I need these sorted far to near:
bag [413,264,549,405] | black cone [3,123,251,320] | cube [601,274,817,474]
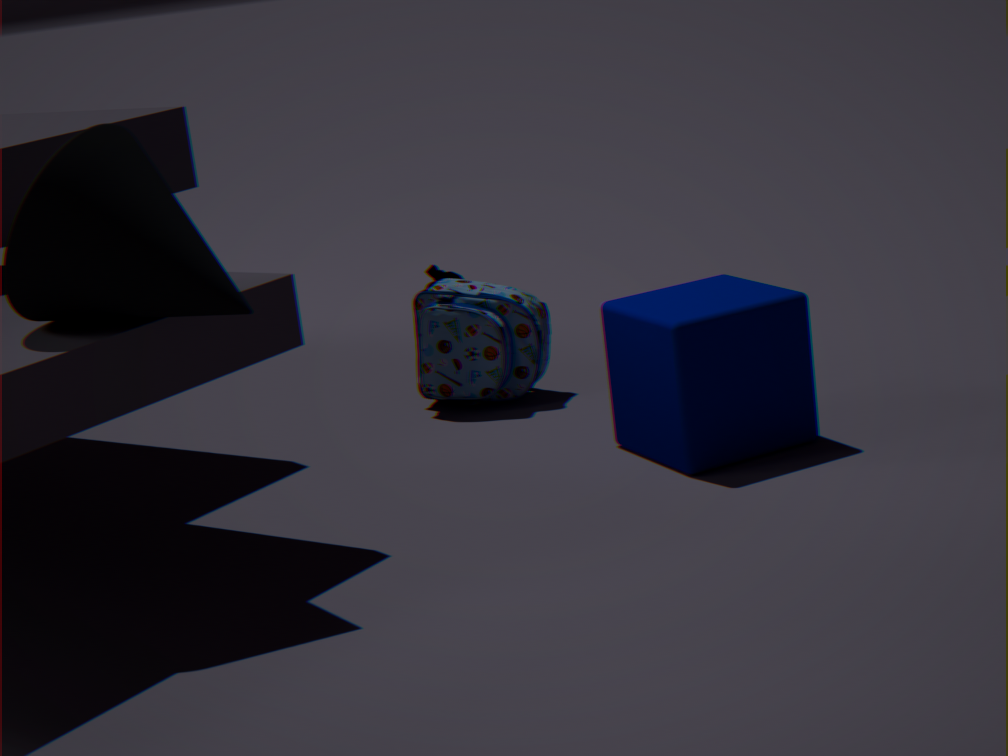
bag [413,264,549,405] < cube [601,274,817,474] < black cone [3,123,251,320]
